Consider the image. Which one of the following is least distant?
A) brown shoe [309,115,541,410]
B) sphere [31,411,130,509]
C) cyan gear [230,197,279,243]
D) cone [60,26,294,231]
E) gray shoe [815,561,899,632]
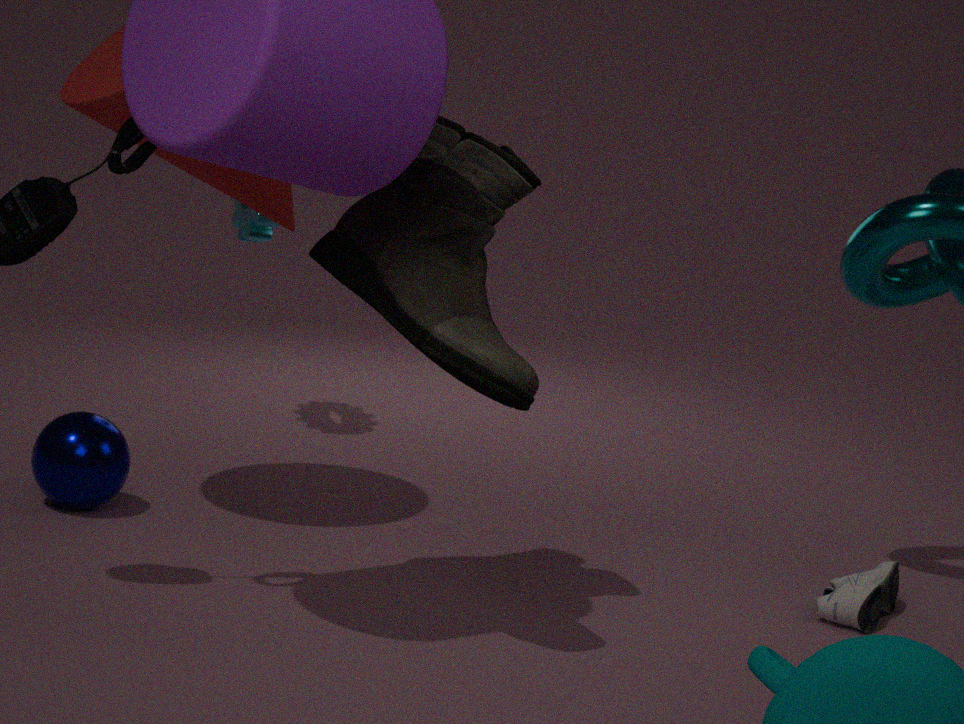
brown shoe [309,115,541,410]
